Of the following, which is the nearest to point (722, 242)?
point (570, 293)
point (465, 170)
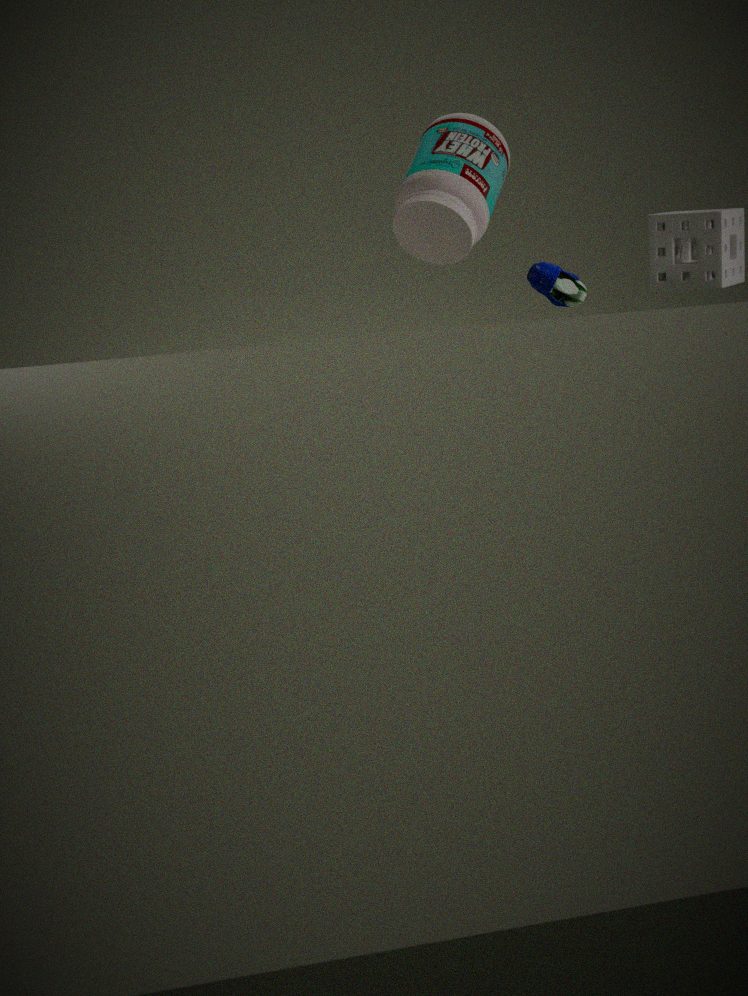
point (570, 293)
